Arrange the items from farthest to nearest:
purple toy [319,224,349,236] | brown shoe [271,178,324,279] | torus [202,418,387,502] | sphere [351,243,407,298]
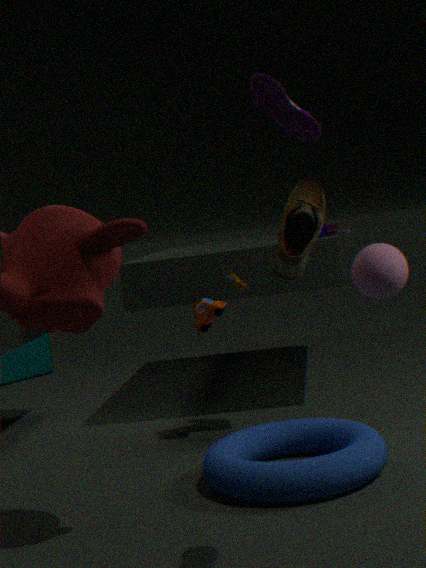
purple toy [319,224,349,236] → sphere [351,243,407,298] → torus [202,418,387,502] → brown shoe [271,178,324,279]
